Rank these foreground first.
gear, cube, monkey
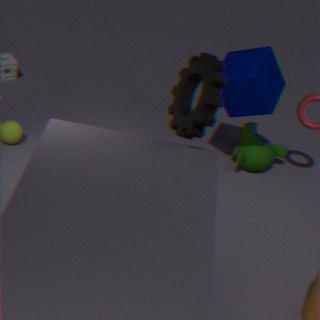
gear
cube
monkey
